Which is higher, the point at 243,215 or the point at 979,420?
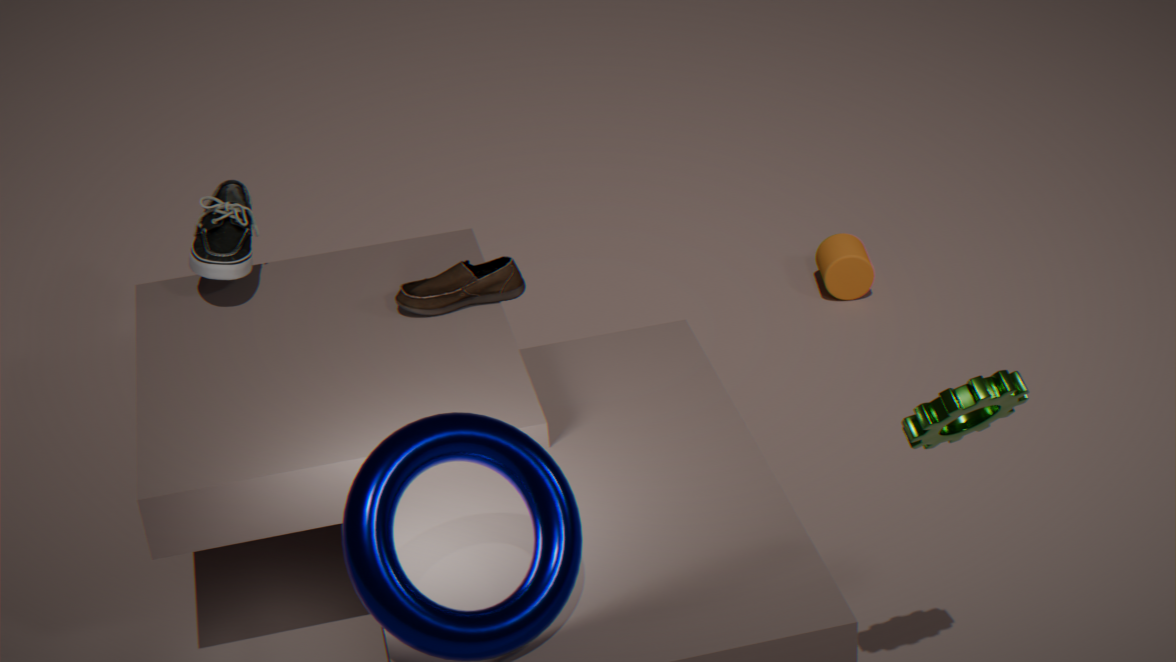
the point at 979,420
